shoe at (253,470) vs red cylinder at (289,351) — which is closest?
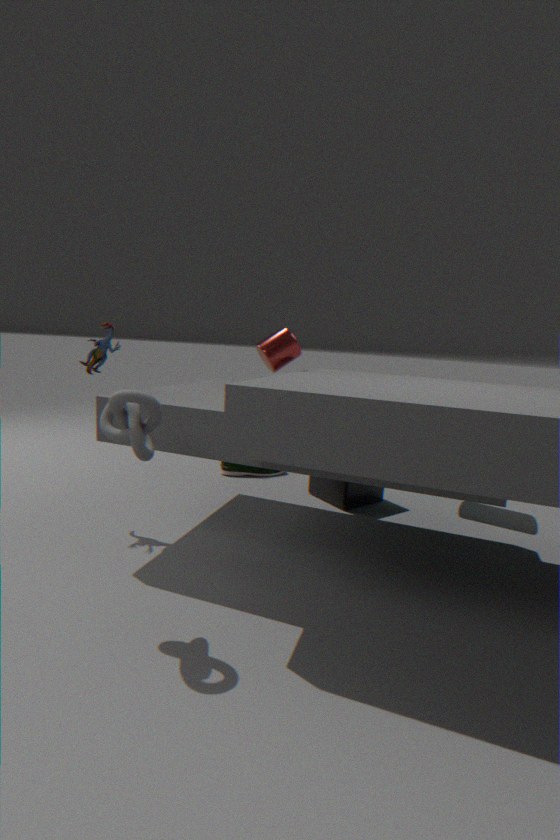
red cylinder at (289,351)
